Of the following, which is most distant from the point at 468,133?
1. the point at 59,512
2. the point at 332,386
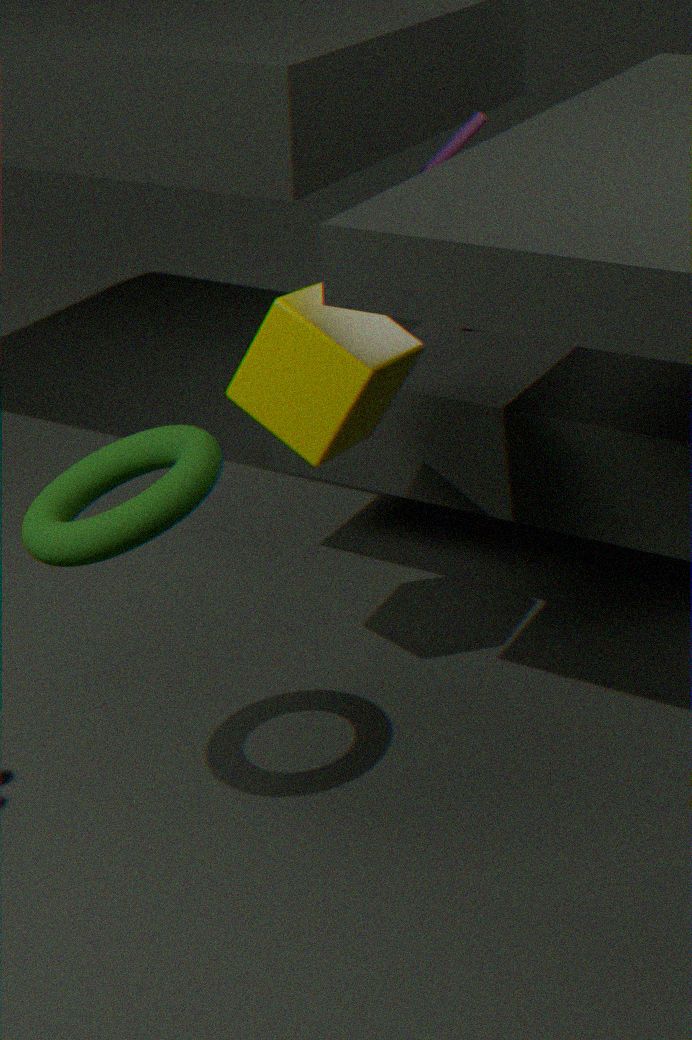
the point at 59,512
